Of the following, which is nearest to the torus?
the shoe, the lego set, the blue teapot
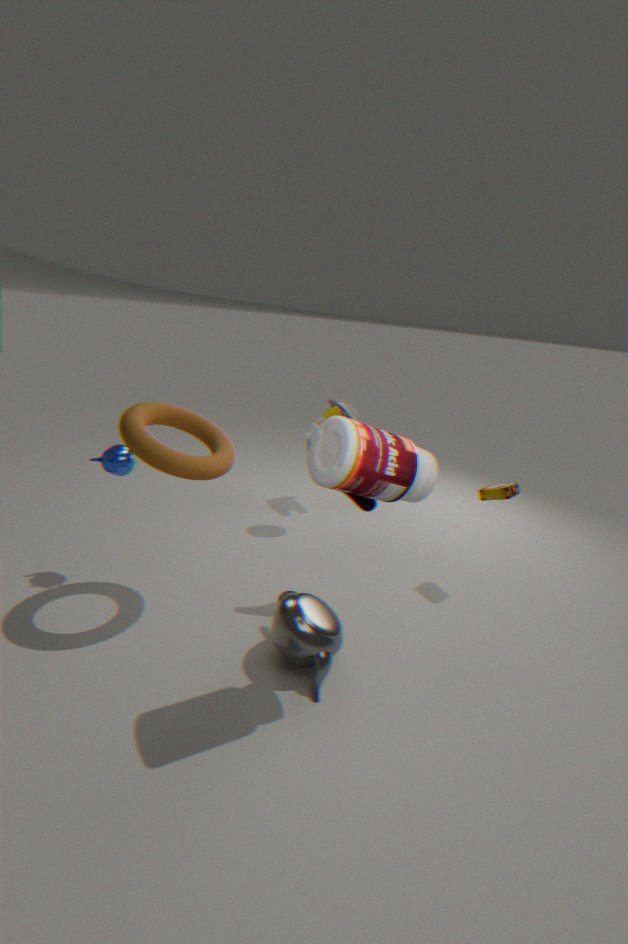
the blue teapot
